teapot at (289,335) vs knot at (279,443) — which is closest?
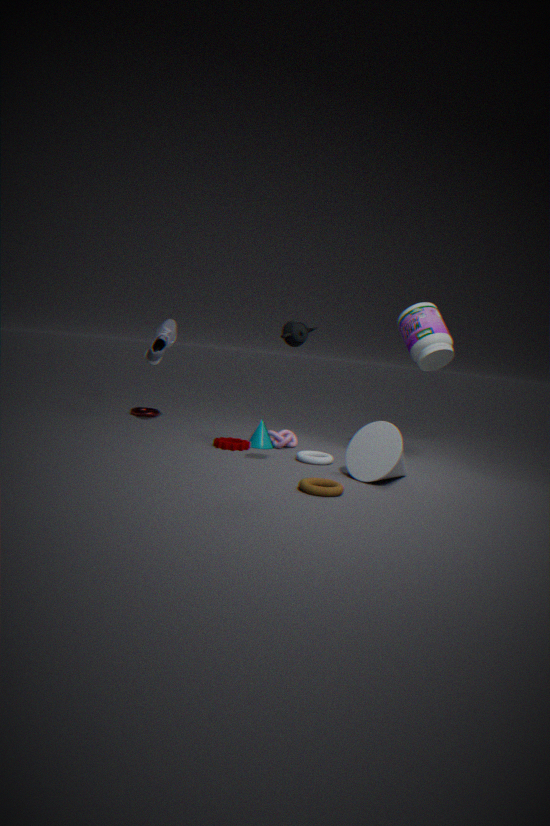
teapot at (289,335)
